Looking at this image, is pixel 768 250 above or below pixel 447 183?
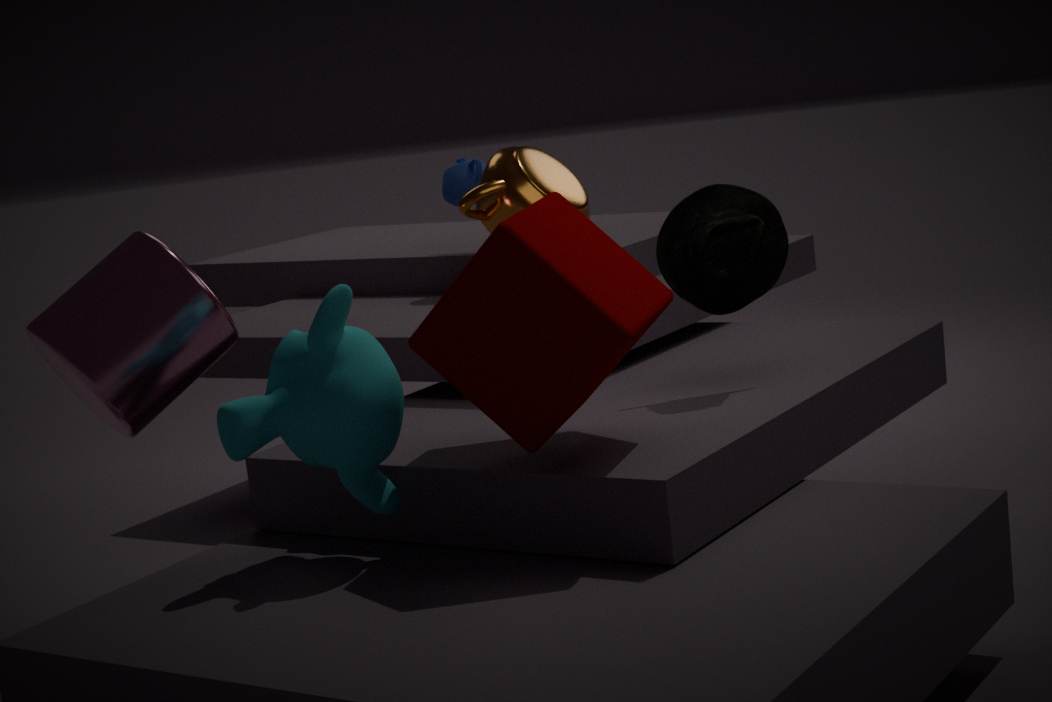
below
